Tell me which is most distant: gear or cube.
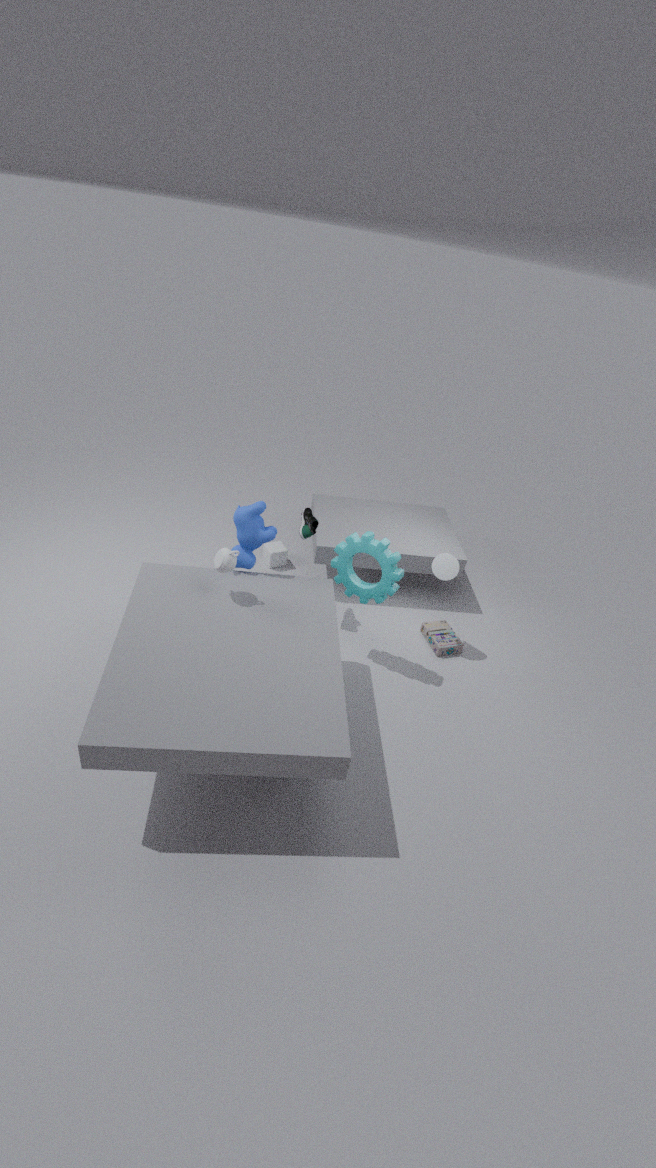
cube
